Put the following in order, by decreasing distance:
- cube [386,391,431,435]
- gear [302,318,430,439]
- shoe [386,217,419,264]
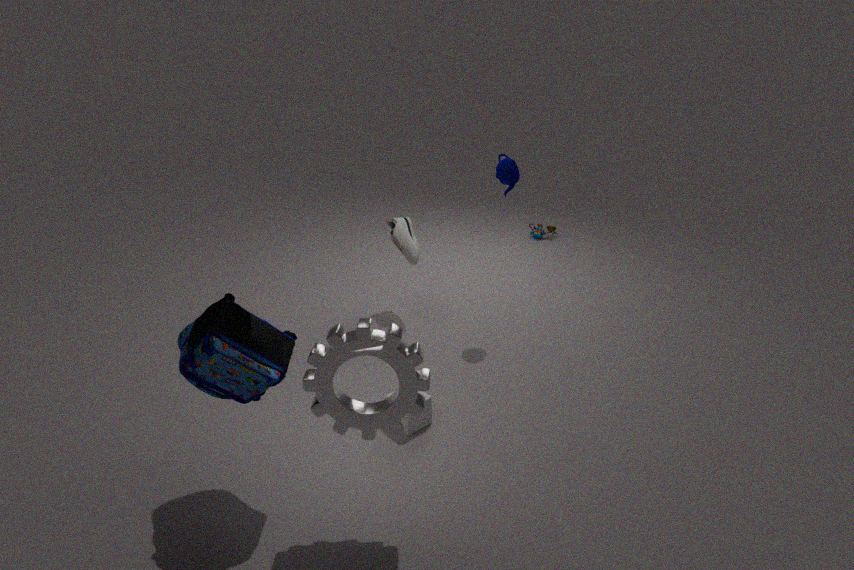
shoe [386,217,419,264], cube [386,391,431,435], gear [302,318,430,439]
